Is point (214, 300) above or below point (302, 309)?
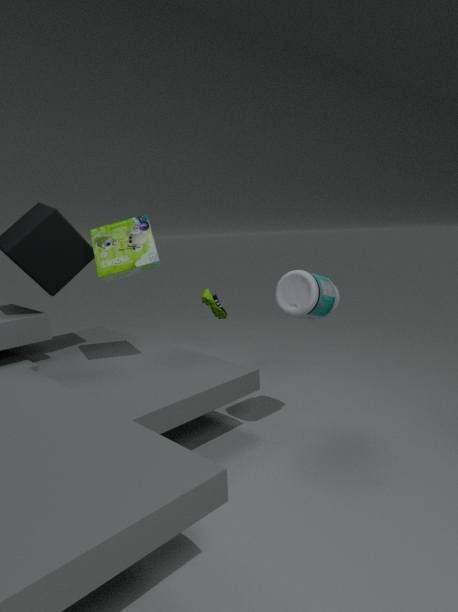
below
